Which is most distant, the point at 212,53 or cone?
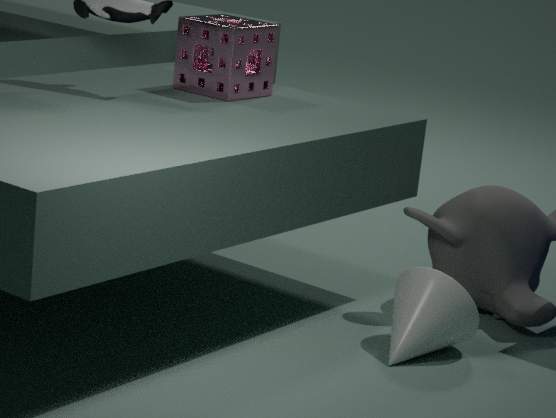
the point at 212,53
